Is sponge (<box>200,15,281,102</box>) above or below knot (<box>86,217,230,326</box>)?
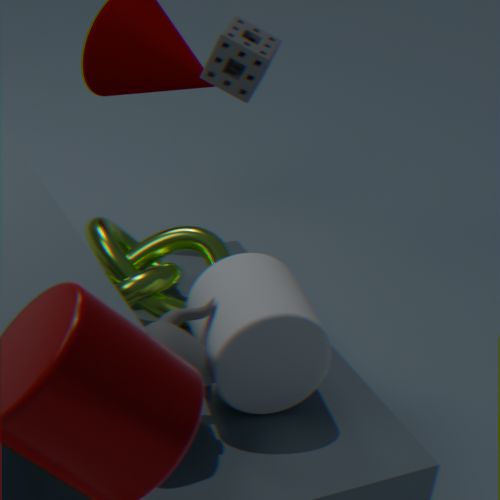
above
